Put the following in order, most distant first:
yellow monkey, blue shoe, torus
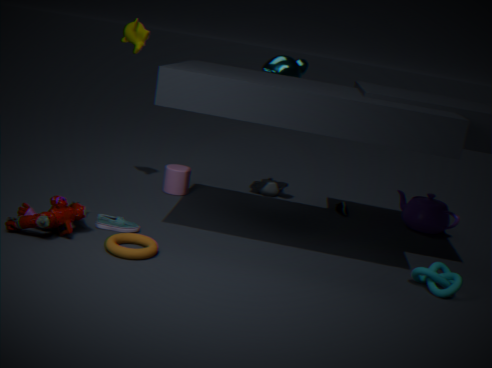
blue shoe
yellow monkey
torus
